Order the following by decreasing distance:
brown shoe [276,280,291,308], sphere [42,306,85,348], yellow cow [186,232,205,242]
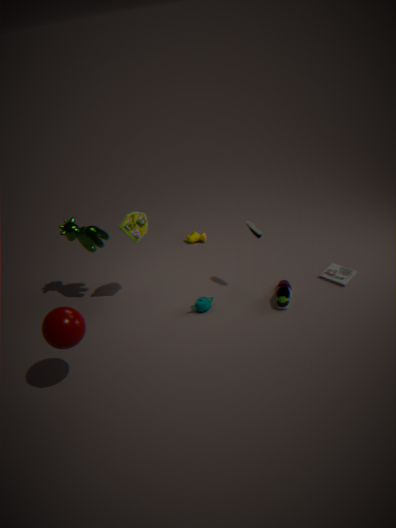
yellow cow [186,232,205,242]
brown shoe [276,280,291,308]
sphere [42,306,85,348]
